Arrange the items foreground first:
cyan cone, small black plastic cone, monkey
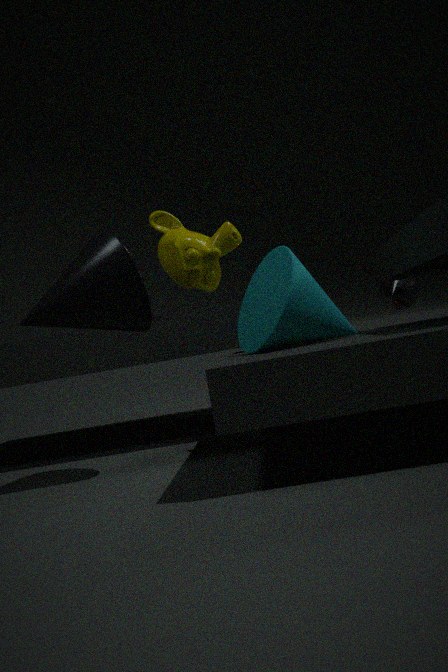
1. cyan cone
2. monkey
3. small black plastic cone
